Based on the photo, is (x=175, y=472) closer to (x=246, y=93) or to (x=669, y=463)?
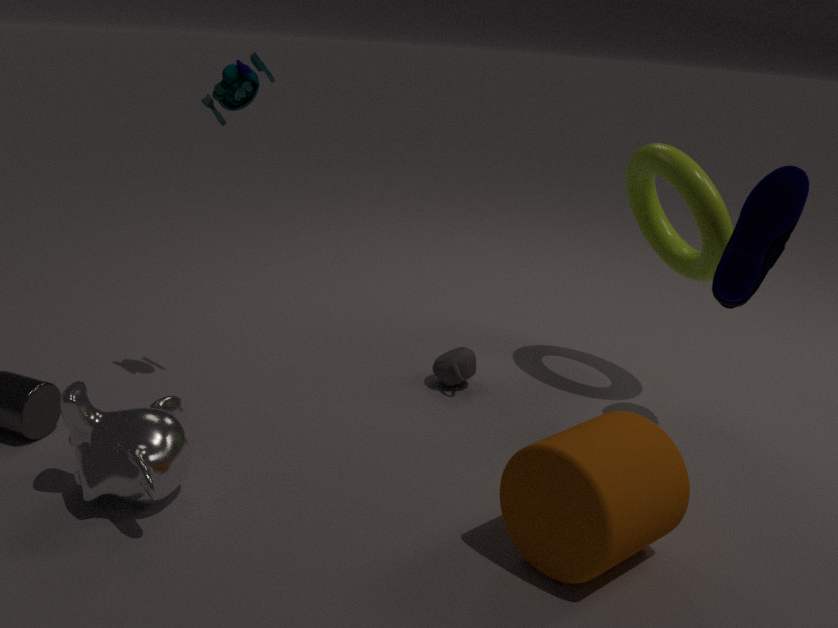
(x=246, y=93)
